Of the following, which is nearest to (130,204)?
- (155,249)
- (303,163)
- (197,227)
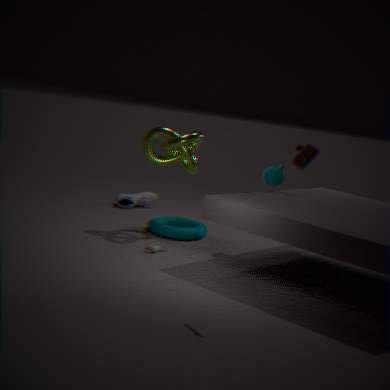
(197,227)
